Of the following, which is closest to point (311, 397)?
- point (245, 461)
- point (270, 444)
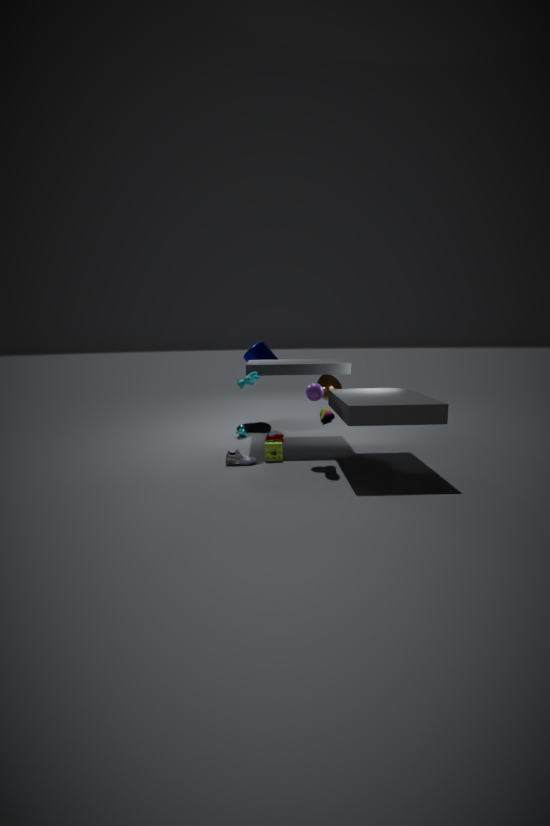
point (270, 444)
